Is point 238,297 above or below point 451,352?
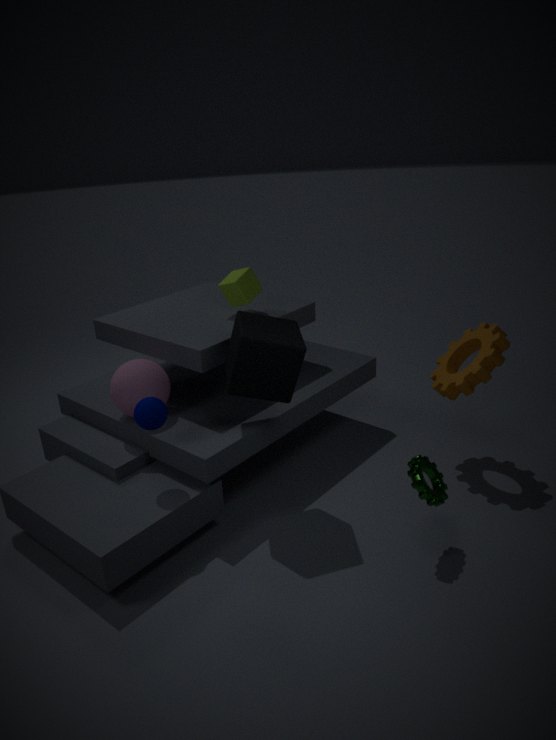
above
